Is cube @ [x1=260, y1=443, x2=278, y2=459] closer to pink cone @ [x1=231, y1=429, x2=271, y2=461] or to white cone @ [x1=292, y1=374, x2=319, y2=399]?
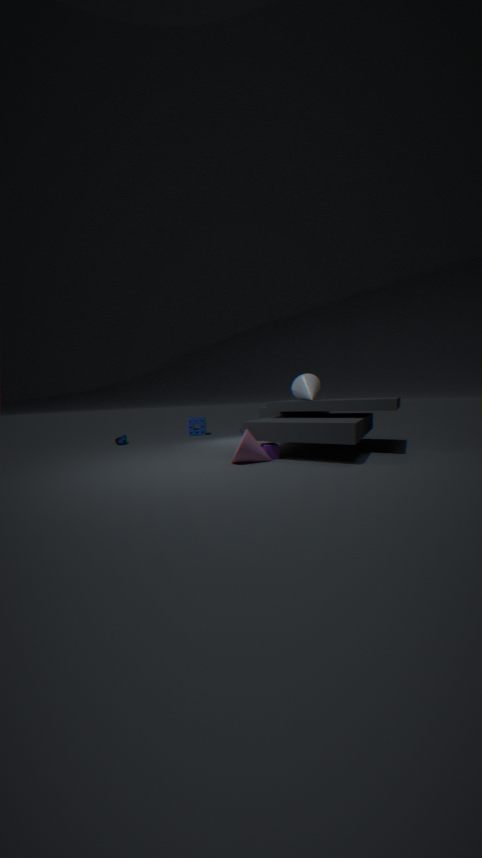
pink cone @ [x1=231, y1=429, x2=271, y2=461]
